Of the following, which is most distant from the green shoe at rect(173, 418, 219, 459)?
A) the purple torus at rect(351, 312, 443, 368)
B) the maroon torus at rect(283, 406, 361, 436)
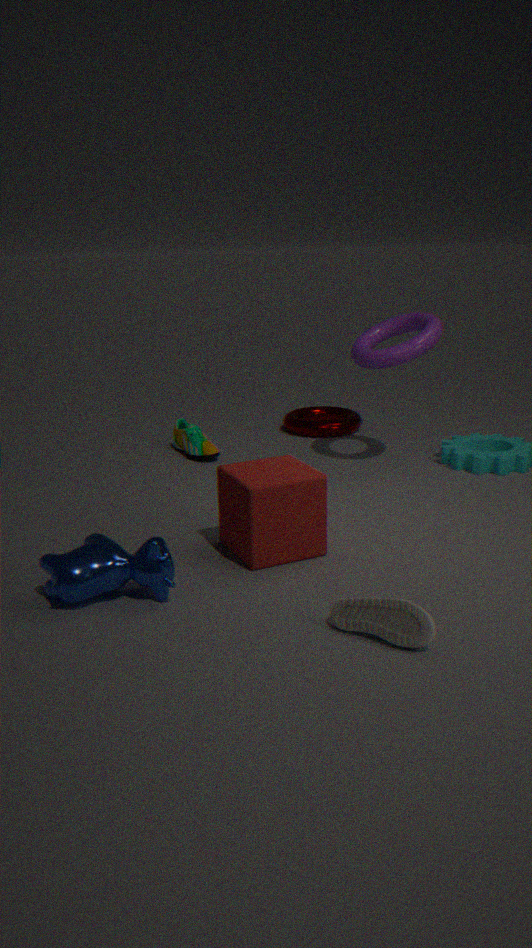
the purple torus at rect(351, 312, 443, 368)
